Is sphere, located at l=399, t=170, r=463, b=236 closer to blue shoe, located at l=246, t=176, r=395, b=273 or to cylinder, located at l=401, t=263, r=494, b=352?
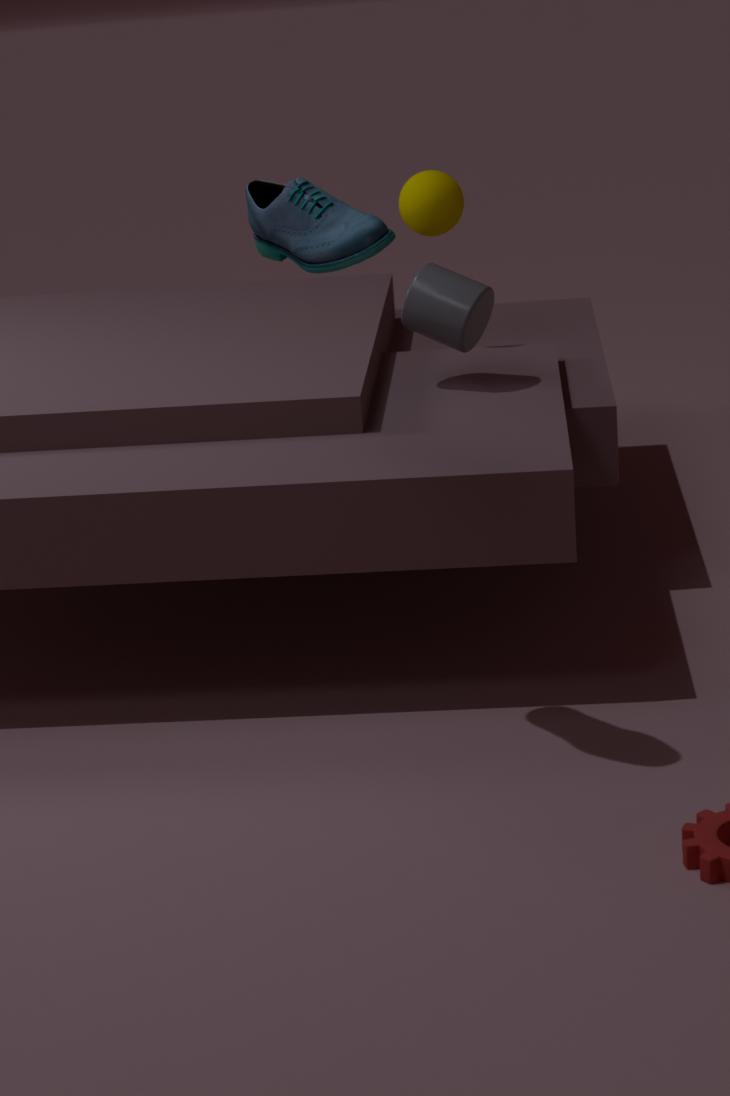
cylinder, located at l=401, t=263, r=494, b=352
